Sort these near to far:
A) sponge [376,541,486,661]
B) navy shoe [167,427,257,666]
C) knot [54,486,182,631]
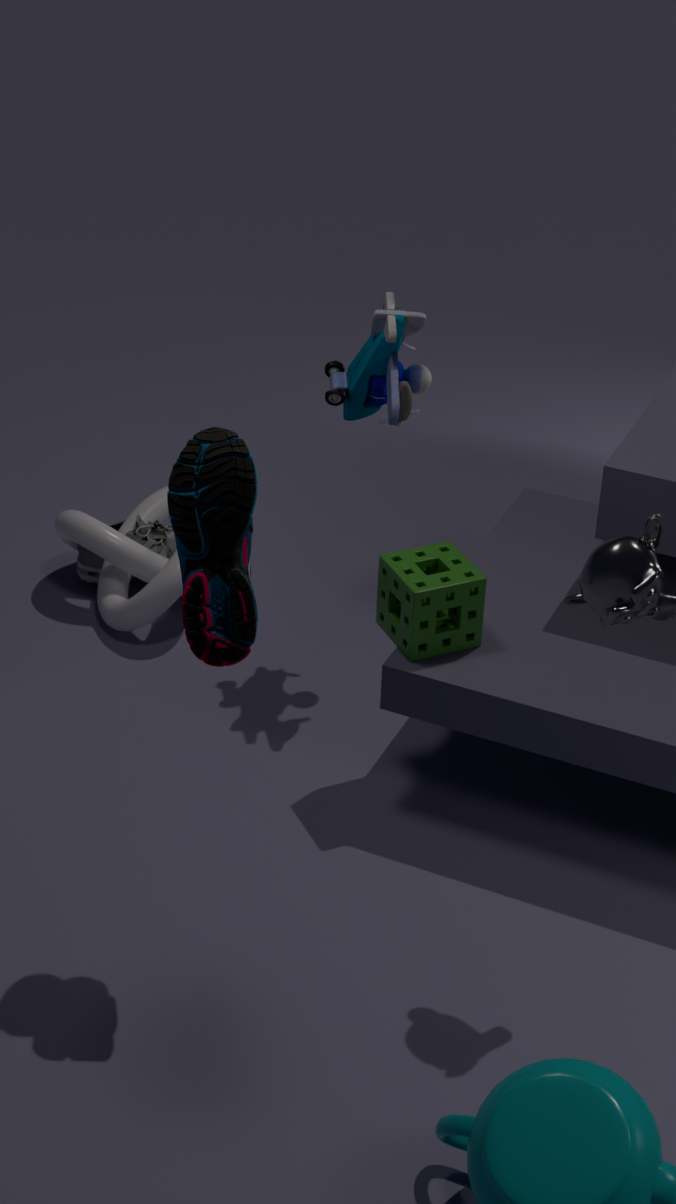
navy shoe [167,427,257,666]
sponge [376,541,486,661]
knot [54,486,182,631]
